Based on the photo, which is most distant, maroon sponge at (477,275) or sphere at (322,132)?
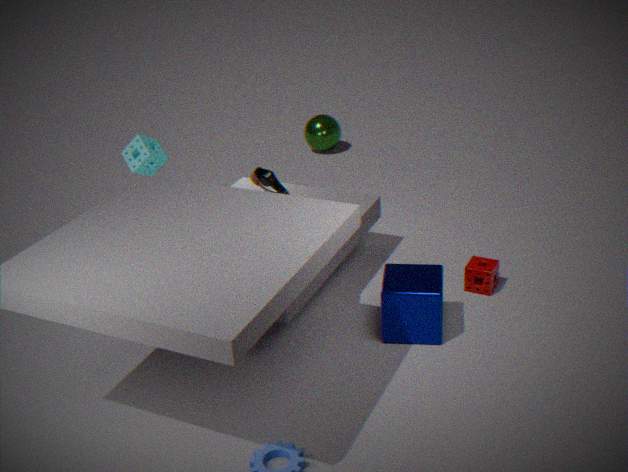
sphere at (322,132)
